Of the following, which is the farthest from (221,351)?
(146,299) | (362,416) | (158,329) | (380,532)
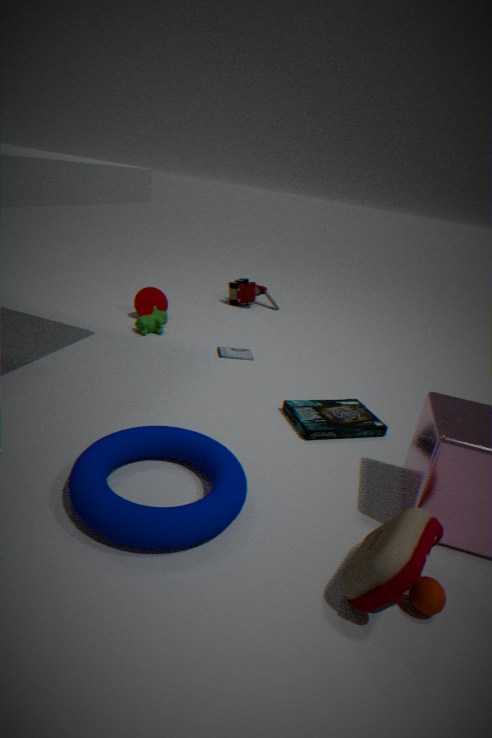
(380,532)
